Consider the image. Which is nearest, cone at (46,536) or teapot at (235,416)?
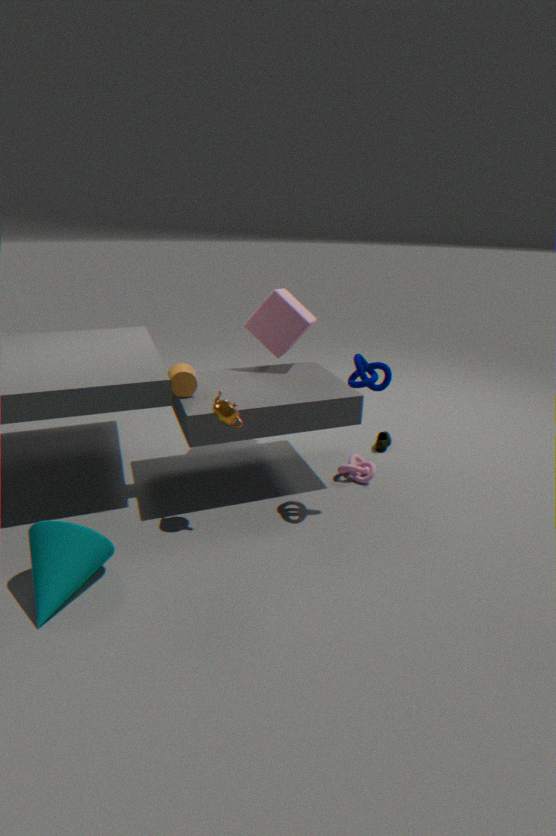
cone at (46,536)
